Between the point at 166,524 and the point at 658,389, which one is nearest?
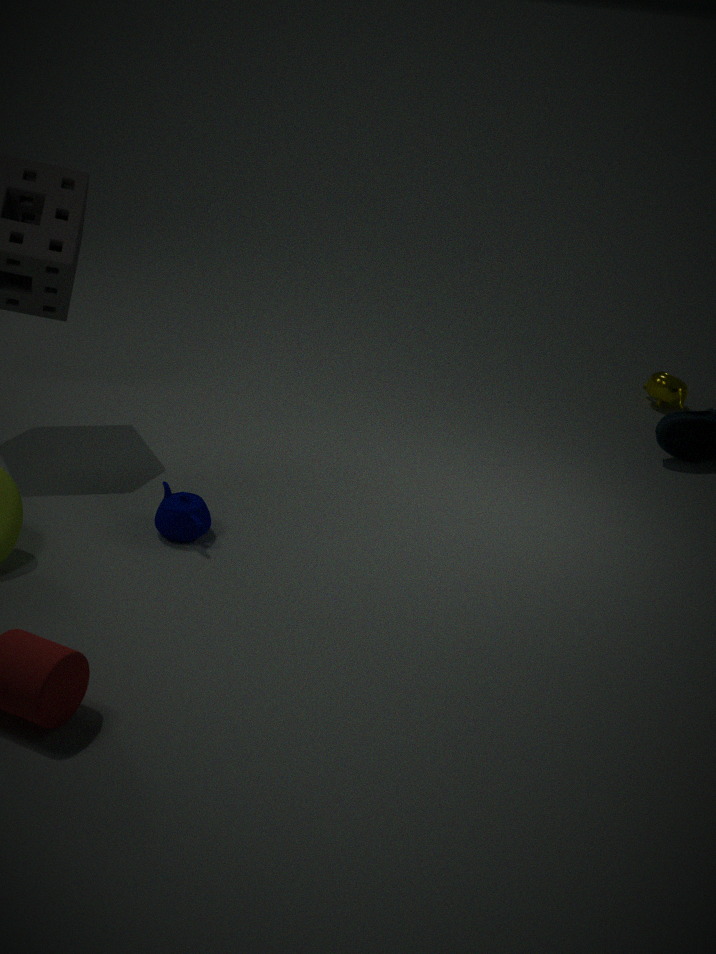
the point at 166,524
